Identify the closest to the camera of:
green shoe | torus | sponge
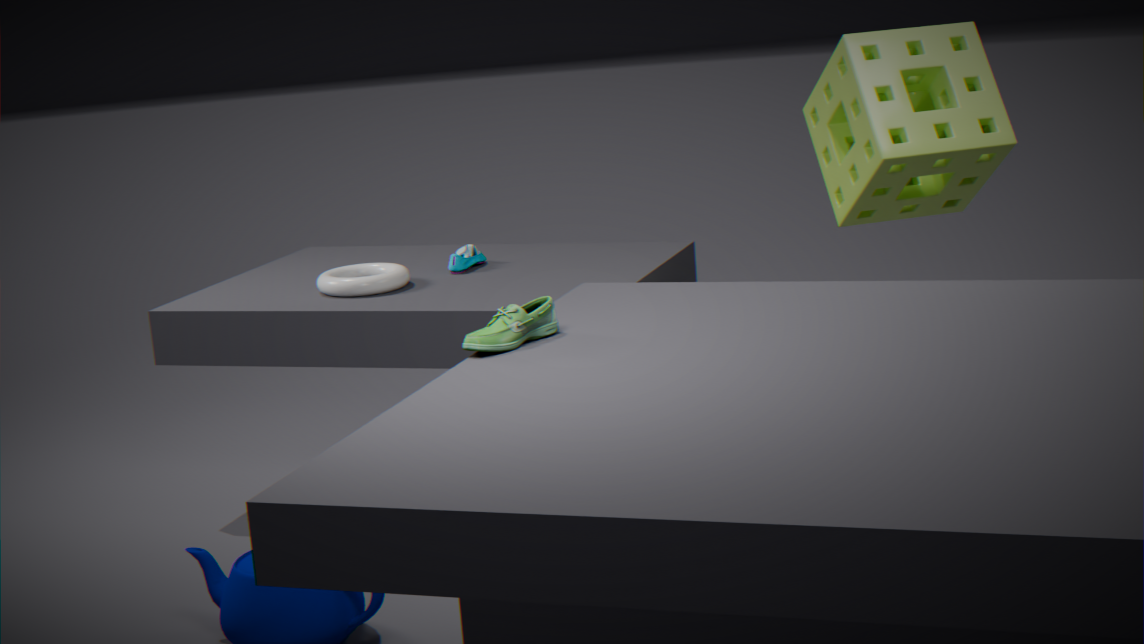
green shoe
